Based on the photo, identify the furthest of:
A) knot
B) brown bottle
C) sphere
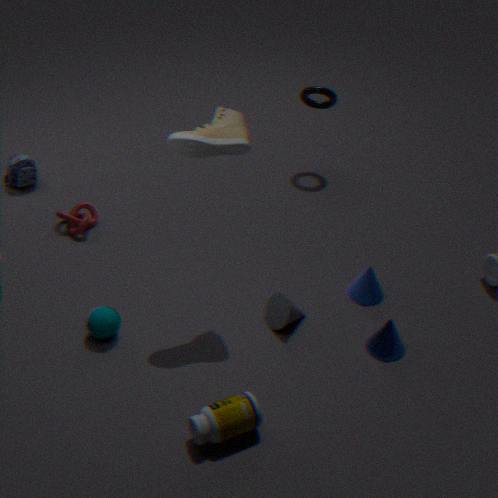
knot
